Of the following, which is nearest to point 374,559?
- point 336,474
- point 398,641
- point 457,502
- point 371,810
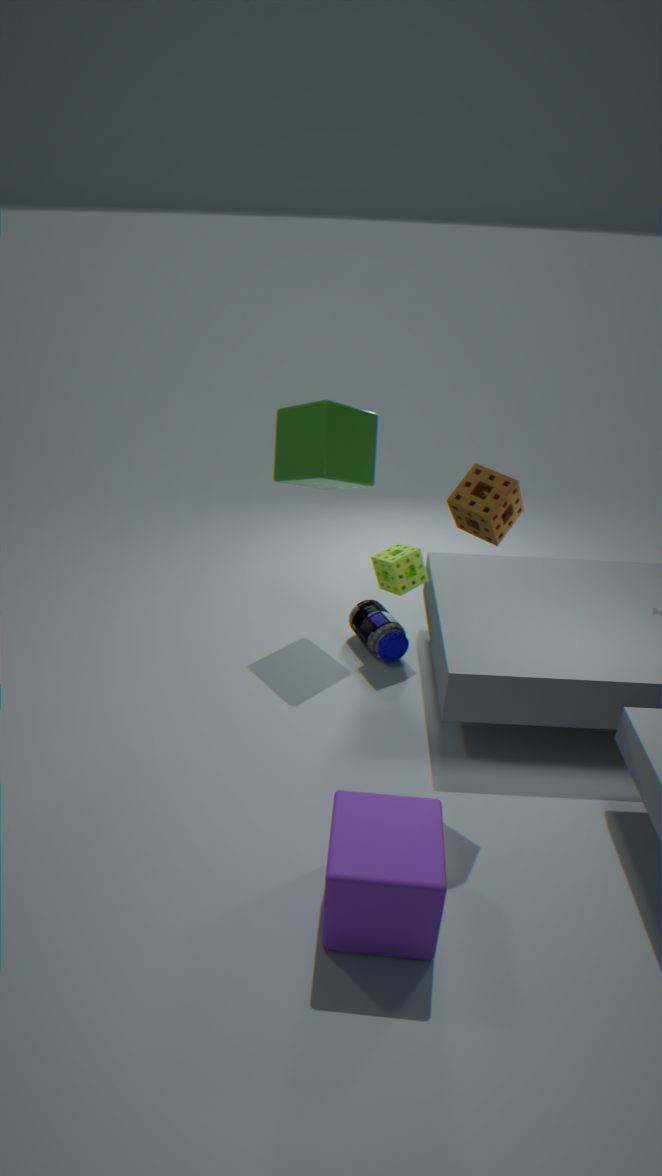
point 398,641
